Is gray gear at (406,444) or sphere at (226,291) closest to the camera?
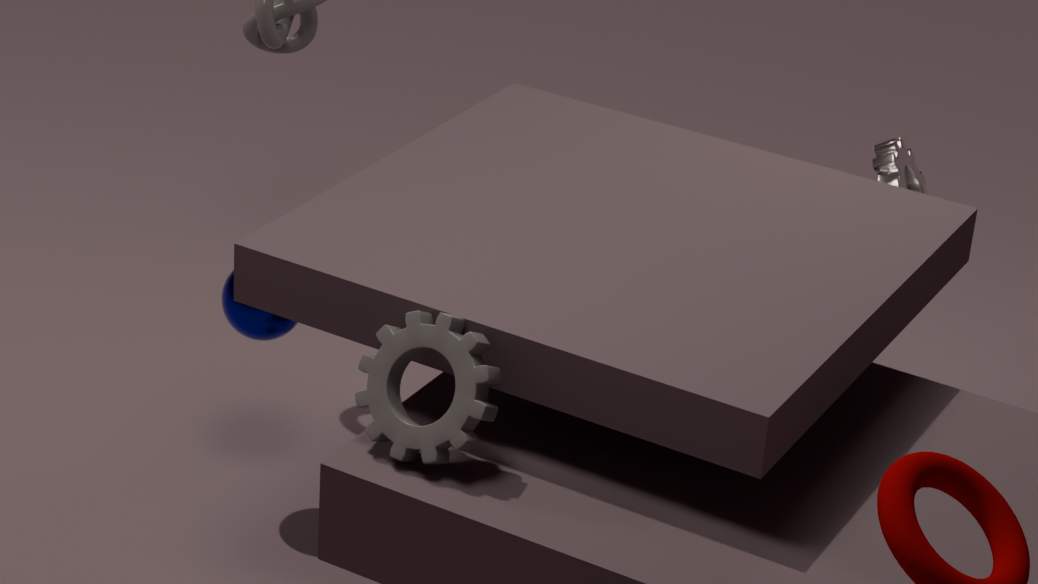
gray gear at (406,444)
